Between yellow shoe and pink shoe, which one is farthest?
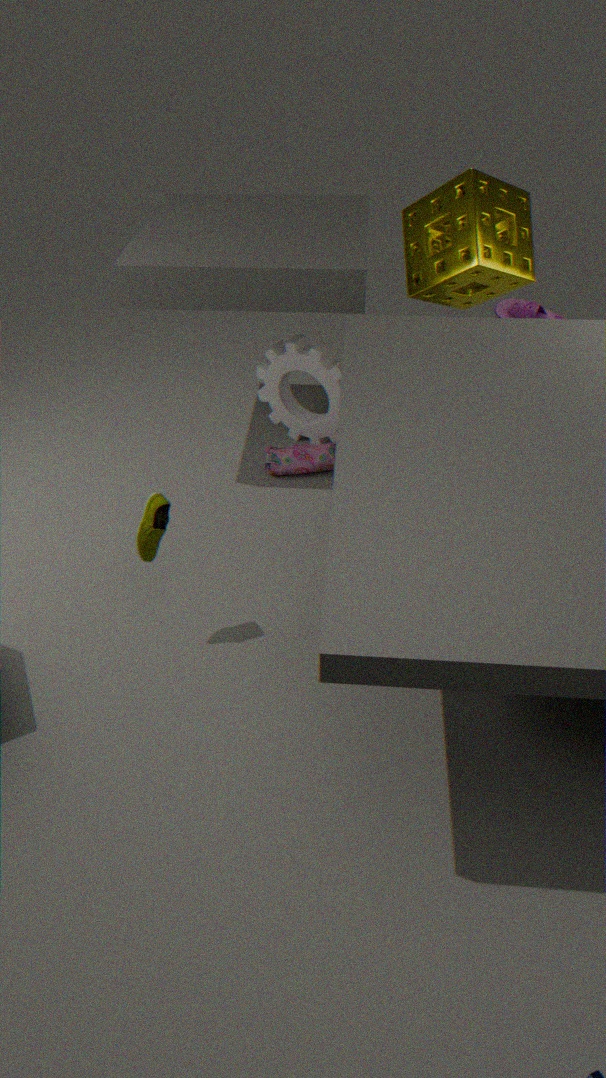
pink shoe
